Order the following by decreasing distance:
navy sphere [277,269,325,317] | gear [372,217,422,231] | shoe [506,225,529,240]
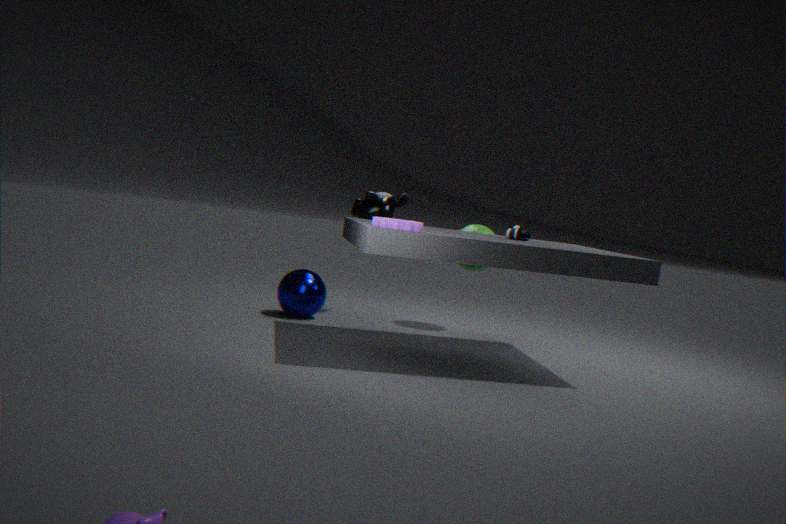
1. navy sphere [277,269,325,317]
2. shoe [506,225,529,240]
3. gear [372,217,422,231]
